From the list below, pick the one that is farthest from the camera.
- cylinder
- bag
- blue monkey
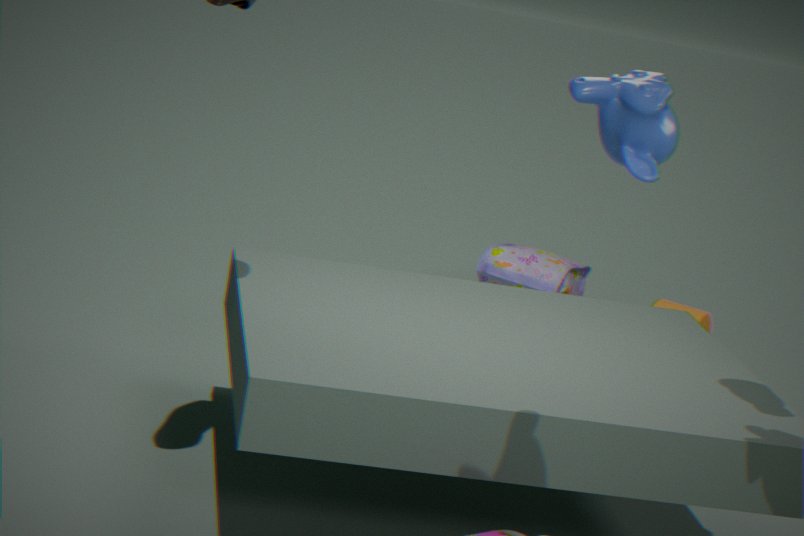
bag
